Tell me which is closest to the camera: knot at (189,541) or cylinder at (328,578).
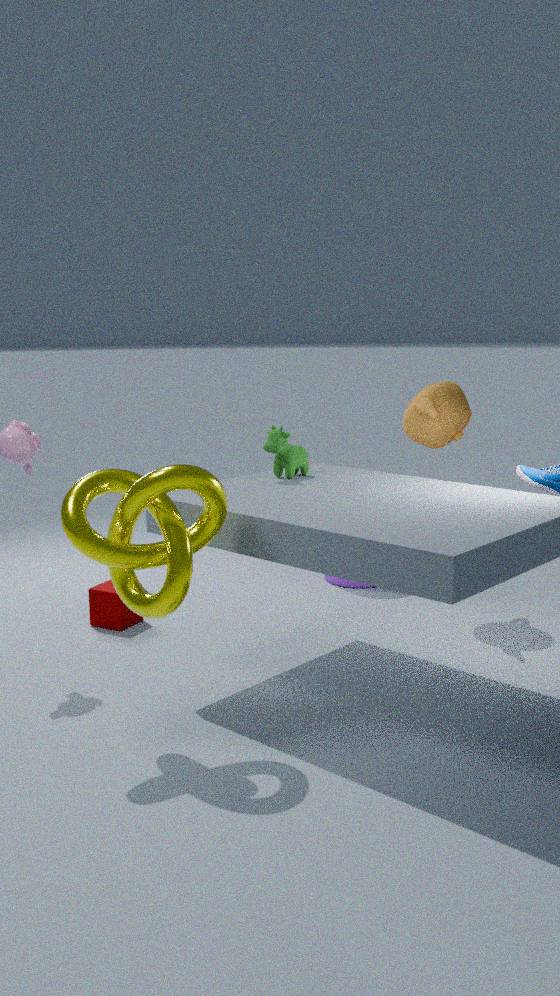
knot at (189,541)
